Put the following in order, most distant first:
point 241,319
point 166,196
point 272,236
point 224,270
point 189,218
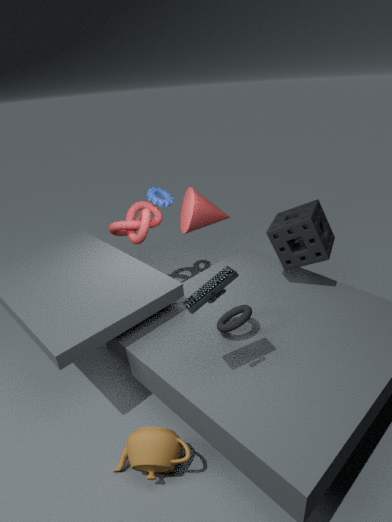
point 166,196, point 189,218, point 272,236, point 241,319, point 224,270
